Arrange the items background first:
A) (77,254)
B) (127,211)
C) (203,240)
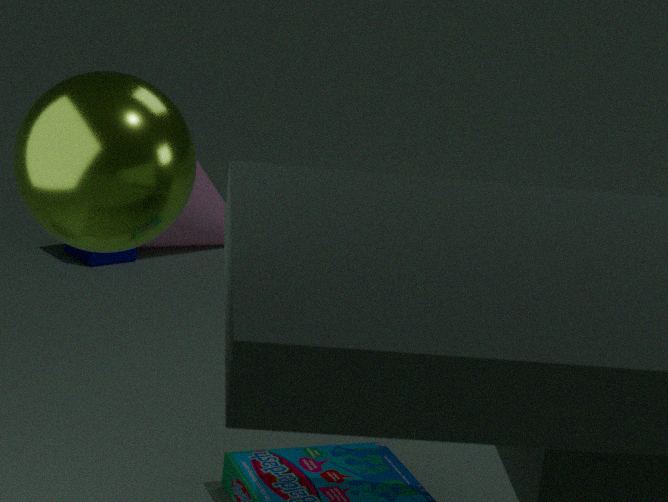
(203,240) < (77,254) < (127,211)
